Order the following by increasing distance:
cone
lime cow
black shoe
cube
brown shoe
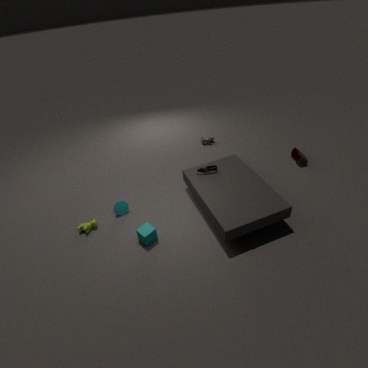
1. cube
2. lime cow
3. cone
4. black shoe
5. brown shoe
